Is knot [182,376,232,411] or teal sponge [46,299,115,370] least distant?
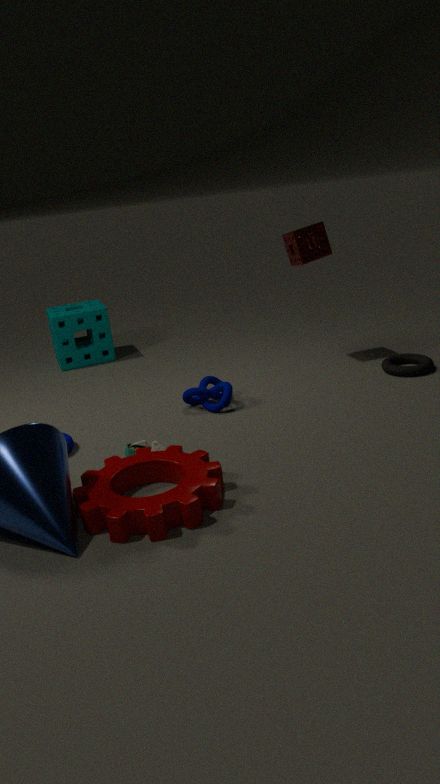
knot [182,376,232,411]
